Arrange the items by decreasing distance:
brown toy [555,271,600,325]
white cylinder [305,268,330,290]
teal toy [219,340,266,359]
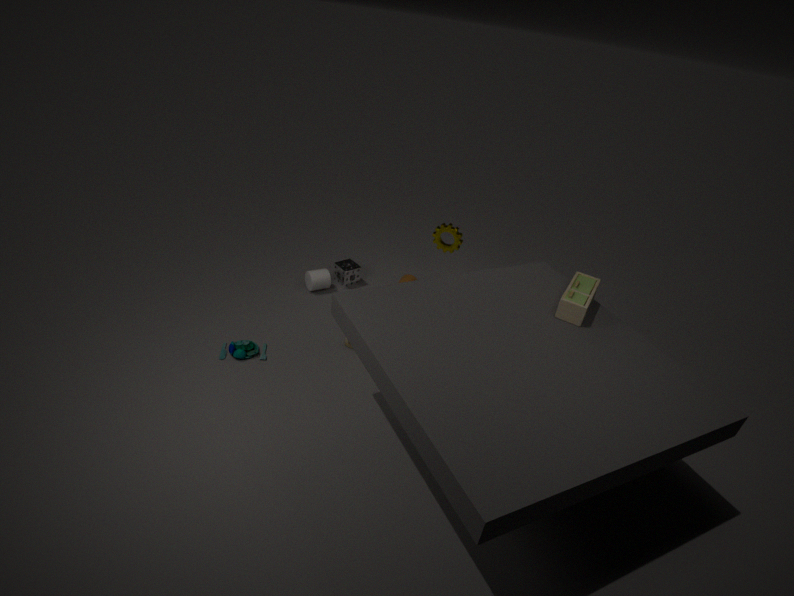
white cylinder [305,268,330,290] < teal toy [219,340,266,359] < brown toy [555,271,600,325]
